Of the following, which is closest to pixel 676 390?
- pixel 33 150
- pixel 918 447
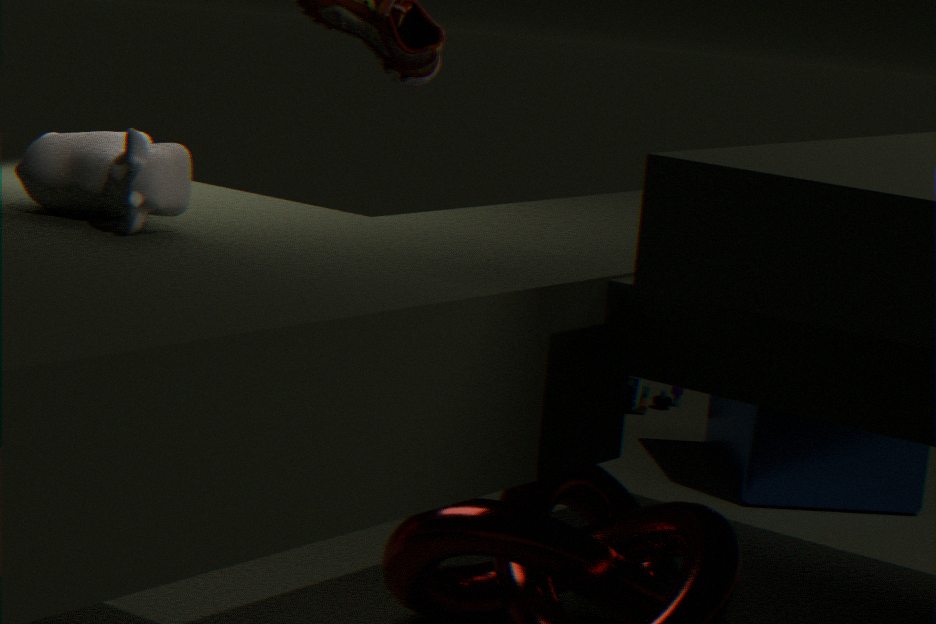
pixel 918 447
